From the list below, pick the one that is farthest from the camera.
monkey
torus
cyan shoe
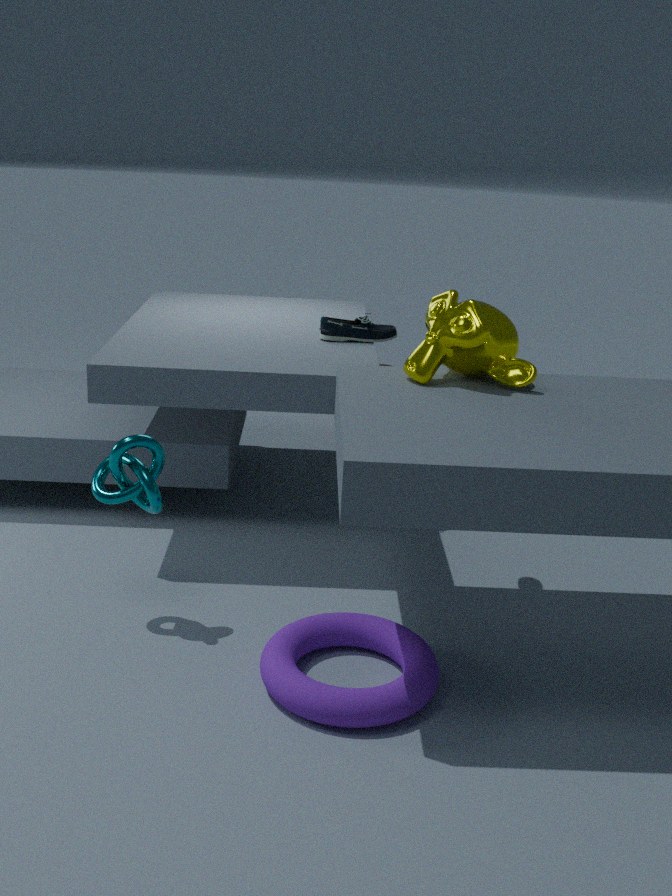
cyan shoe
